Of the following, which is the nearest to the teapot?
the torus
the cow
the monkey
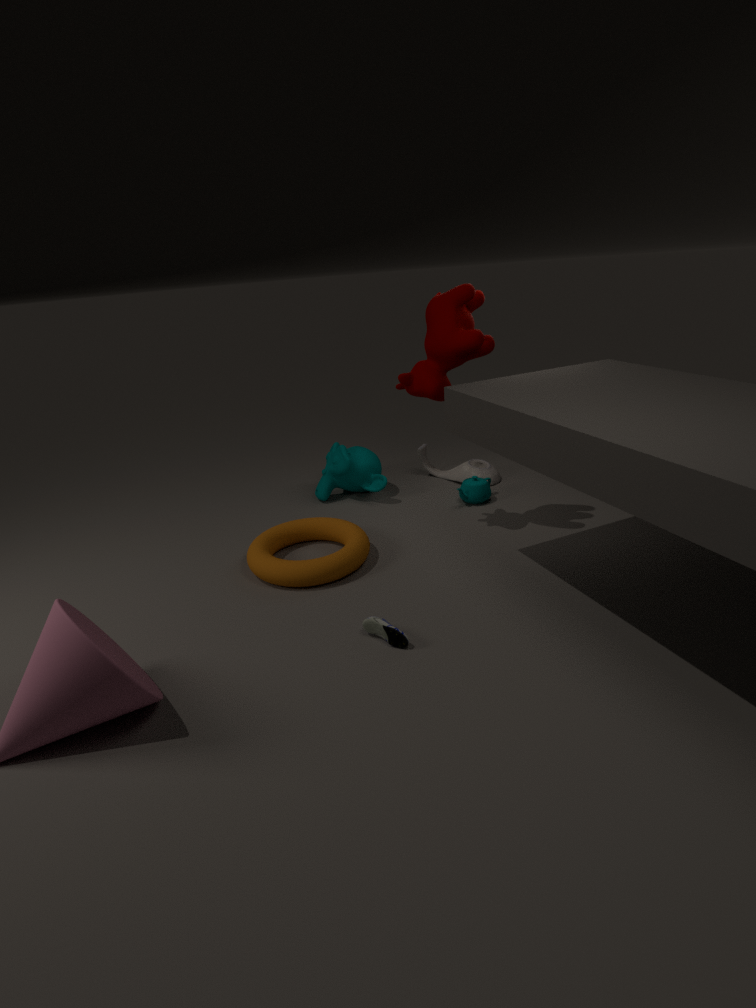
the monkey
